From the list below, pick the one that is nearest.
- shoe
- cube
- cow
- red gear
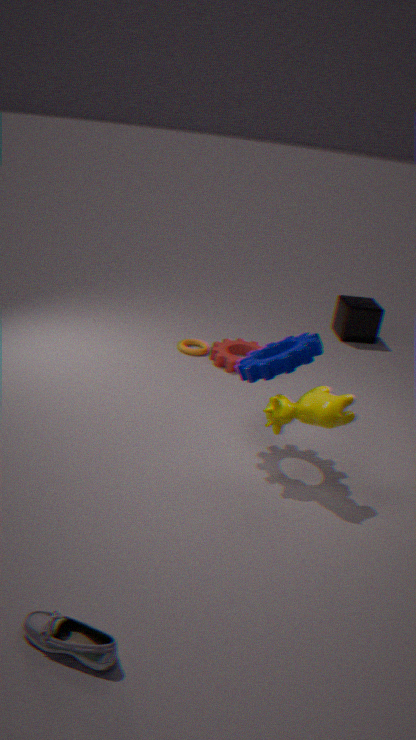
shoe
